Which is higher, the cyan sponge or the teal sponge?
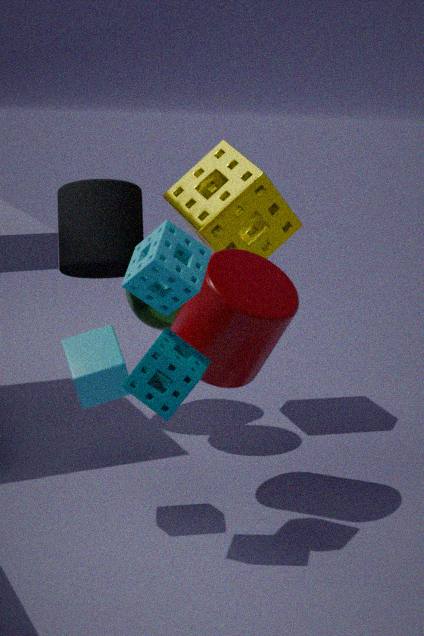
the cyan sponge
